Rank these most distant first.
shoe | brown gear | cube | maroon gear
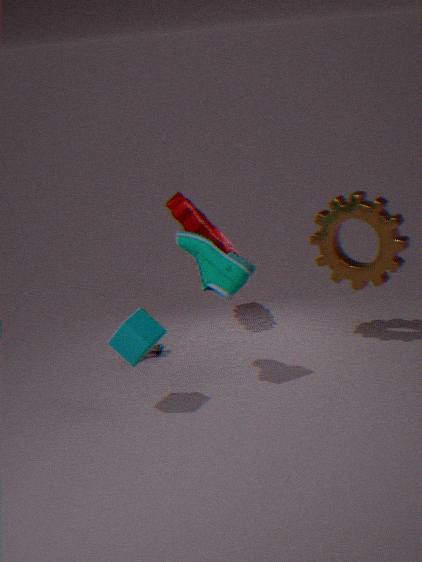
1. maroon gear
2. brown gear
3. shoe
4. cube
